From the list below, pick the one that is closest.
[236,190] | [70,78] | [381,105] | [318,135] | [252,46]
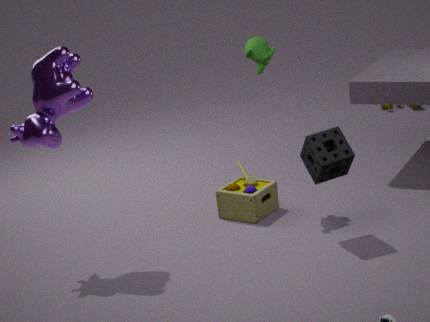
[70,78]
